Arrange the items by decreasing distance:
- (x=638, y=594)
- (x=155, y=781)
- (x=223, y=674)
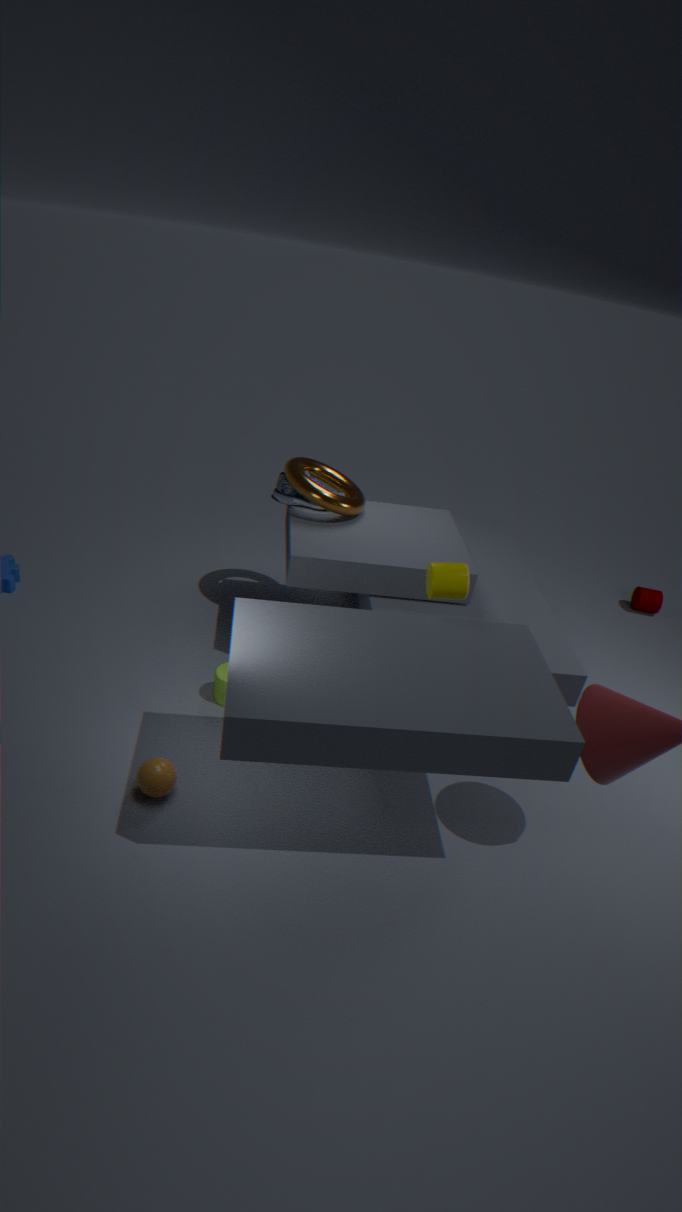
(x=638, y=594)
(x=223, y=674)
(x=155, y=781)
